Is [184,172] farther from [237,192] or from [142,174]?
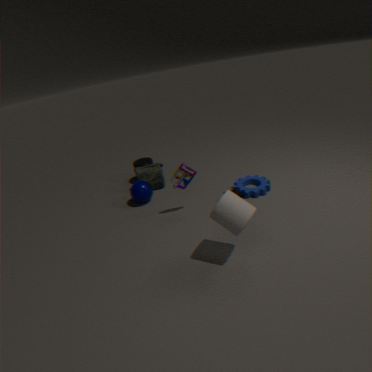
[142,174]
